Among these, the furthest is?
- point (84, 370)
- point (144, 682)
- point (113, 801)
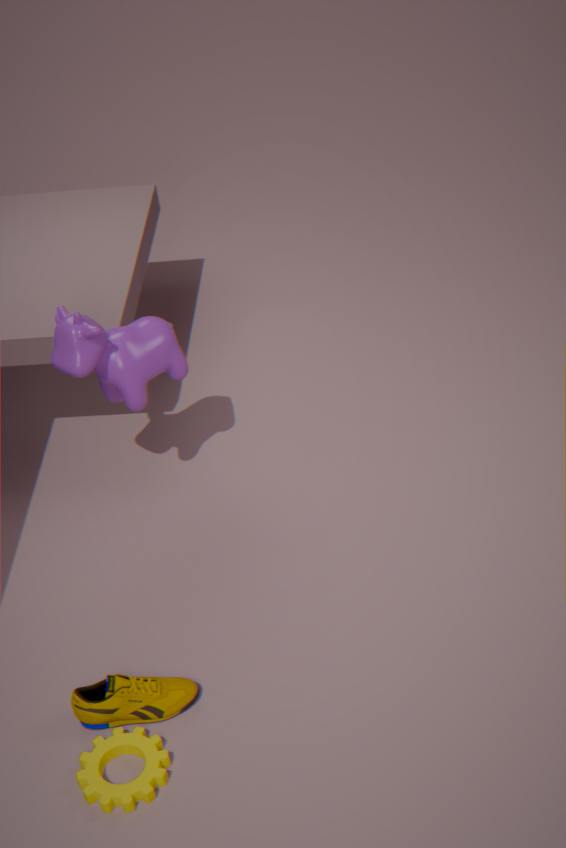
point (84, 370)
